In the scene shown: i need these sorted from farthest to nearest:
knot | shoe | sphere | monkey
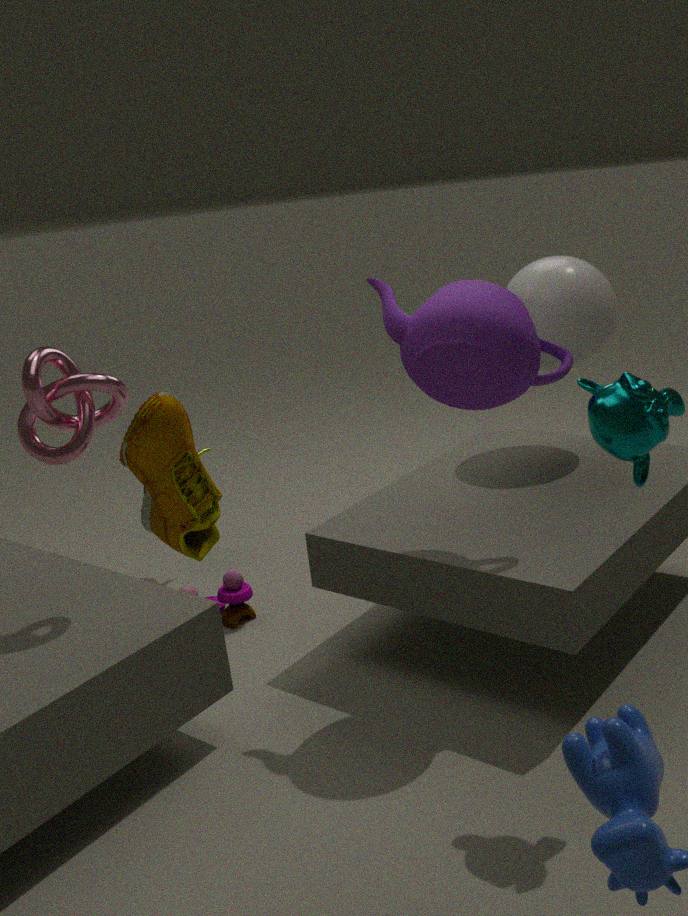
sphere
knot
monkey
shoe
